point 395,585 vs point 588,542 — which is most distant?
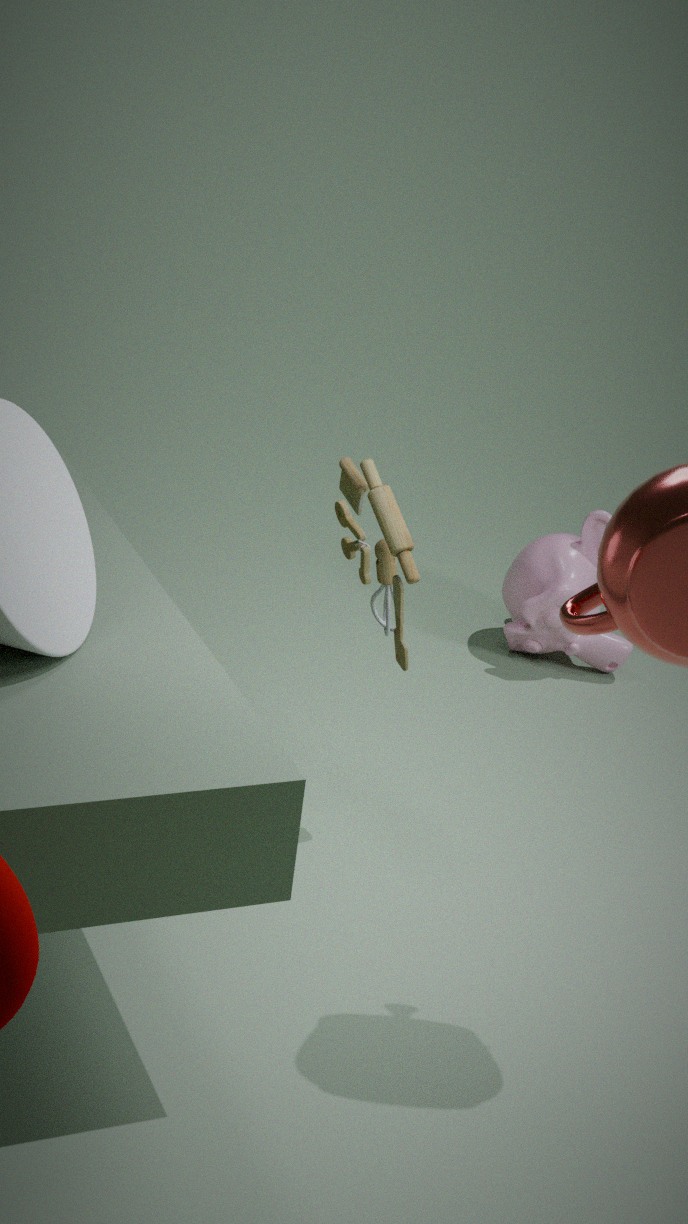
point 588,542
